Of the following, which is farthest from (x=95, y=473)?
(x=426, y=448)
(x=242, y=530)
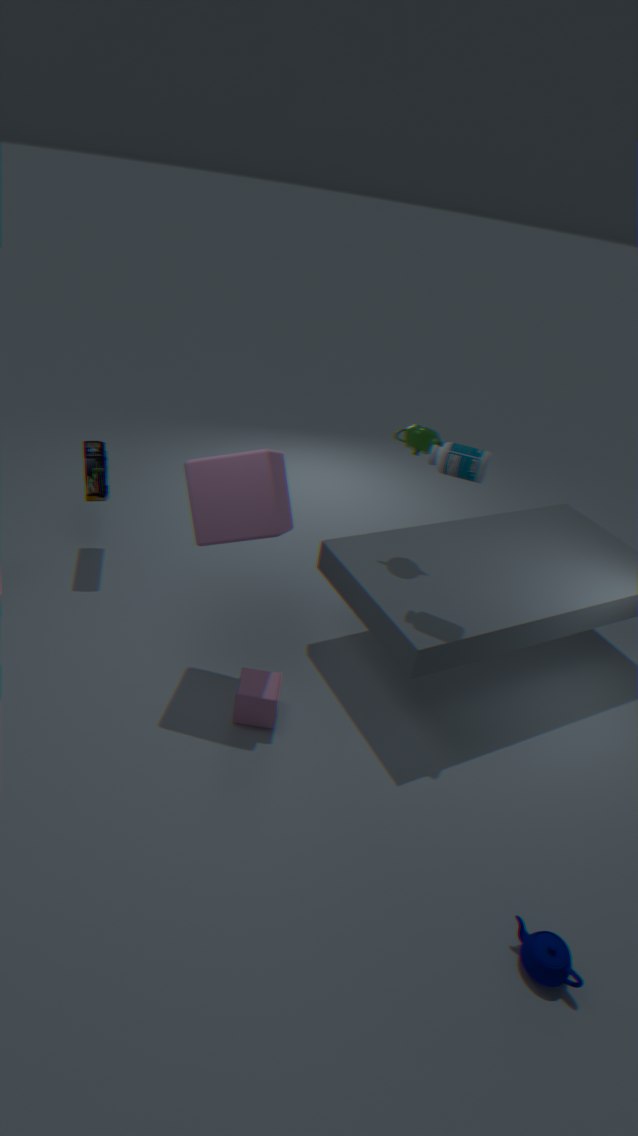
(x=426, y=448)
